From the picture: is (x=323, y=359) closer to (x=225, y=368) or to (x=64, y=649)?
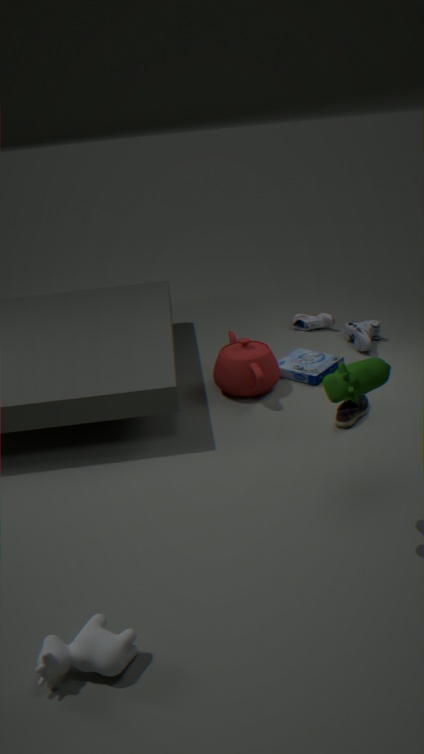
(x=225, y=368)
